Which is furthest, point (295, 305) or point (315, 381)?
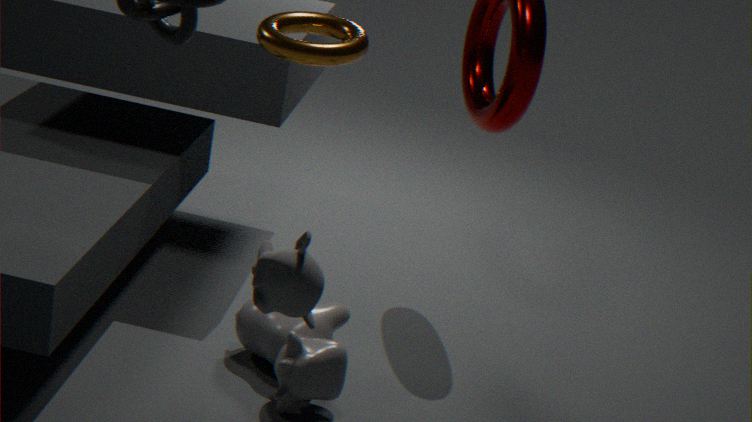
point (315, 381)
